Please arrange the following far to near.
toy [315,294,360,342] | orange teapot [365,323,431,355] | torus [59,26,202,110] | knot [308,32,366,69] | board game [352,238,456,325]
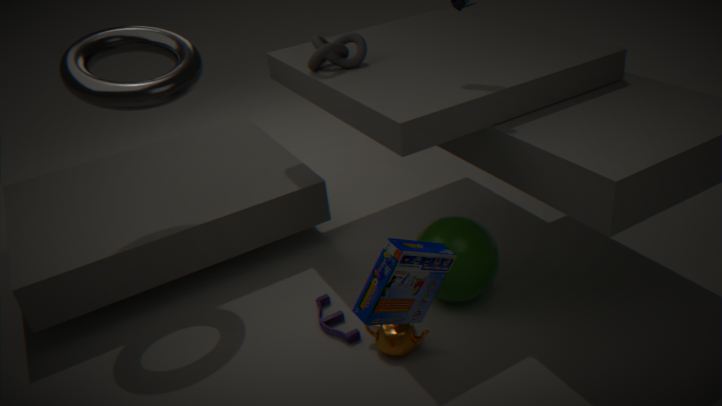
knot [308,32,366,69]
toy [315,294,360,342]
orange teapot [365,323,431,355]
torus [59,26,202,110]
board game [352,238,456,325]
